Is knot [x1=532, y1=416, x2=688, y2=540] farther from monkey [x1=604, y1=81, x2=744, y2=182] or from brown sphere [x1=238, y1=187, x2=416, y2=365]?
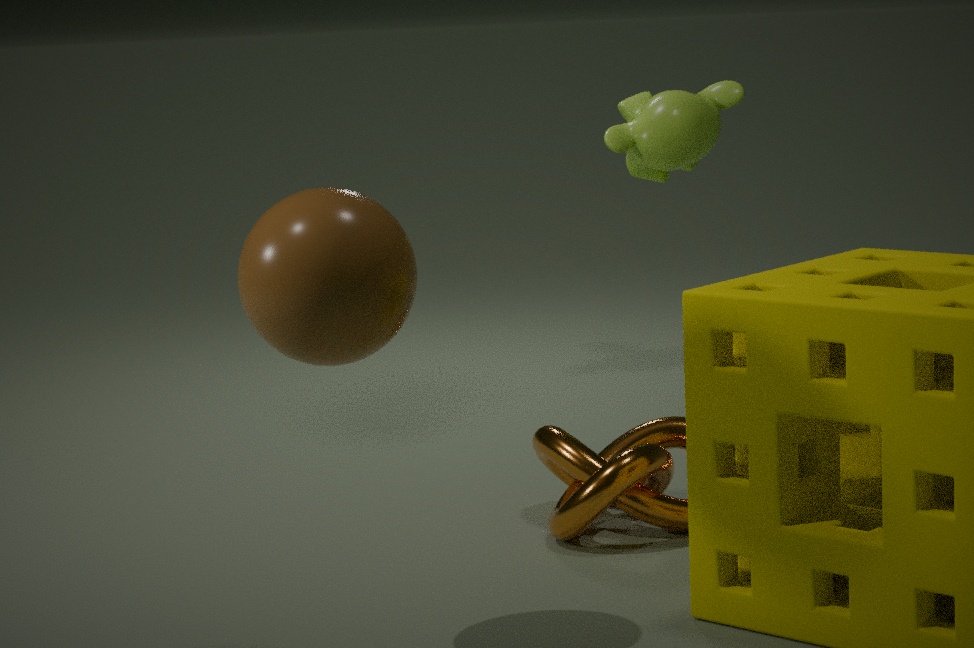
monkey [x1=604, y1=81, x2=744, y2=182]
